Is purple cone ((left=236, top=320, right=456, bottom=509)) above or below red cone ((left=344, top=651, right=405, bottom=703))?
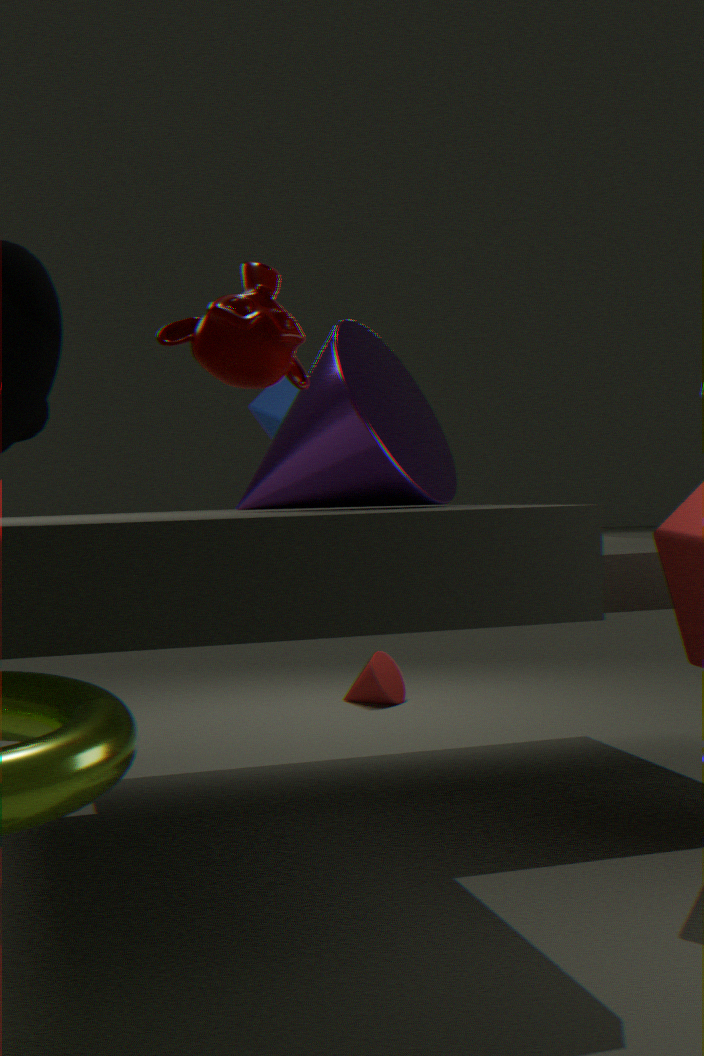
above
